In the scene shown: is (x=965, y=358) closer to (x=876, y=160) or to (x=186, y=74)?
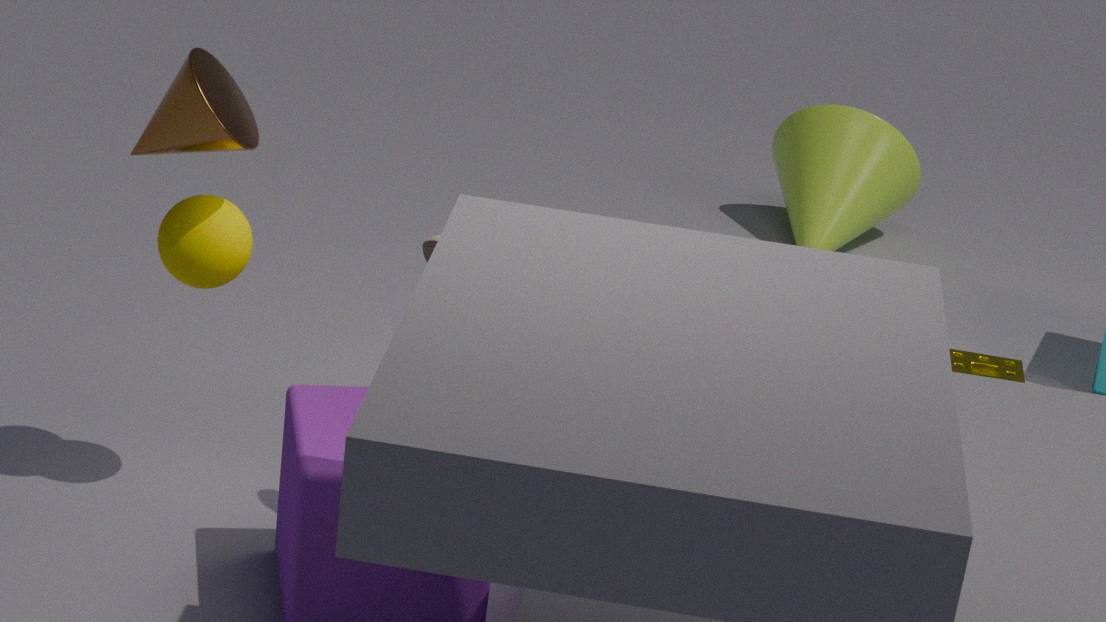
(x=876, y=160)
